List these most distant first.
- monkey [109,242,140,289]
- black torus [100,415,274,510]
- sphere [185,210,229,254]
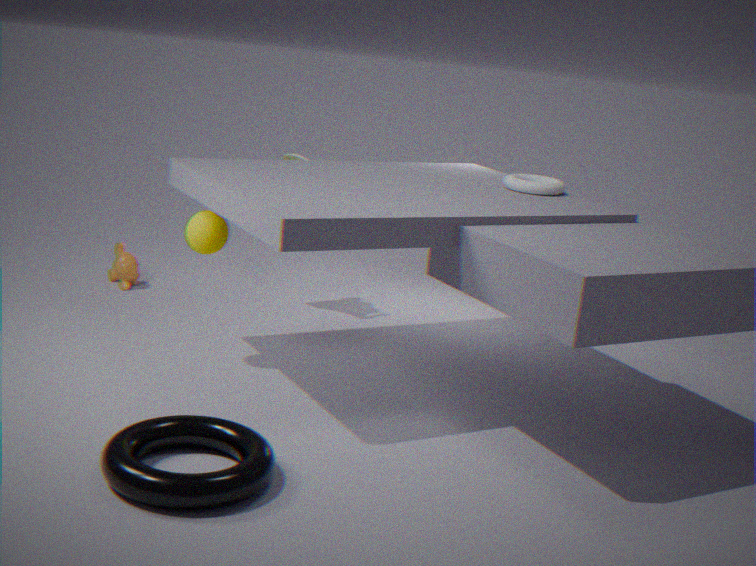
monkey [109,242,140,289]
sphere [185,210,229,254]
black torus [100,415,274,510]
